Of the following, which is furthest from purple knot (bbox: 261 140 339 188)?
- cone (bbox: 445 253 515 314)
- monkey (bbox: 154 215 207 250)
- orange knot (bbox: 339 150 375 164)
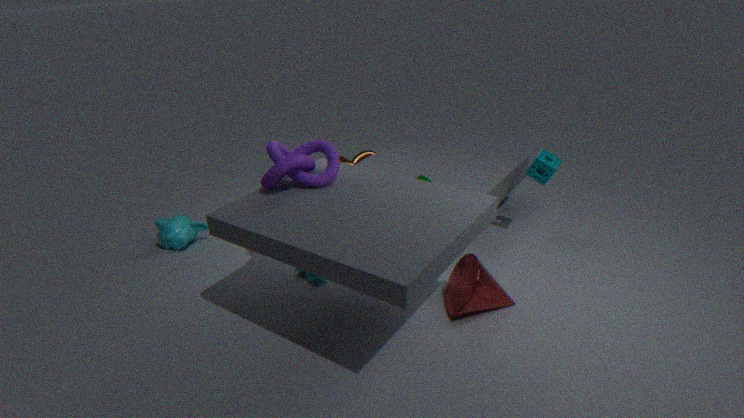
orange knot (bbox: 339 150 375 164)
